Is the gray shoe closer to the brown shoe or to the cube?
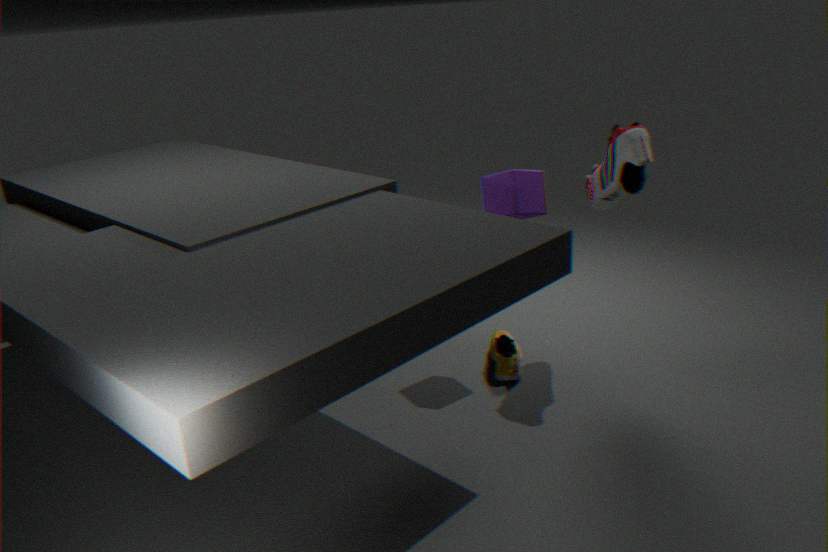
the cube
